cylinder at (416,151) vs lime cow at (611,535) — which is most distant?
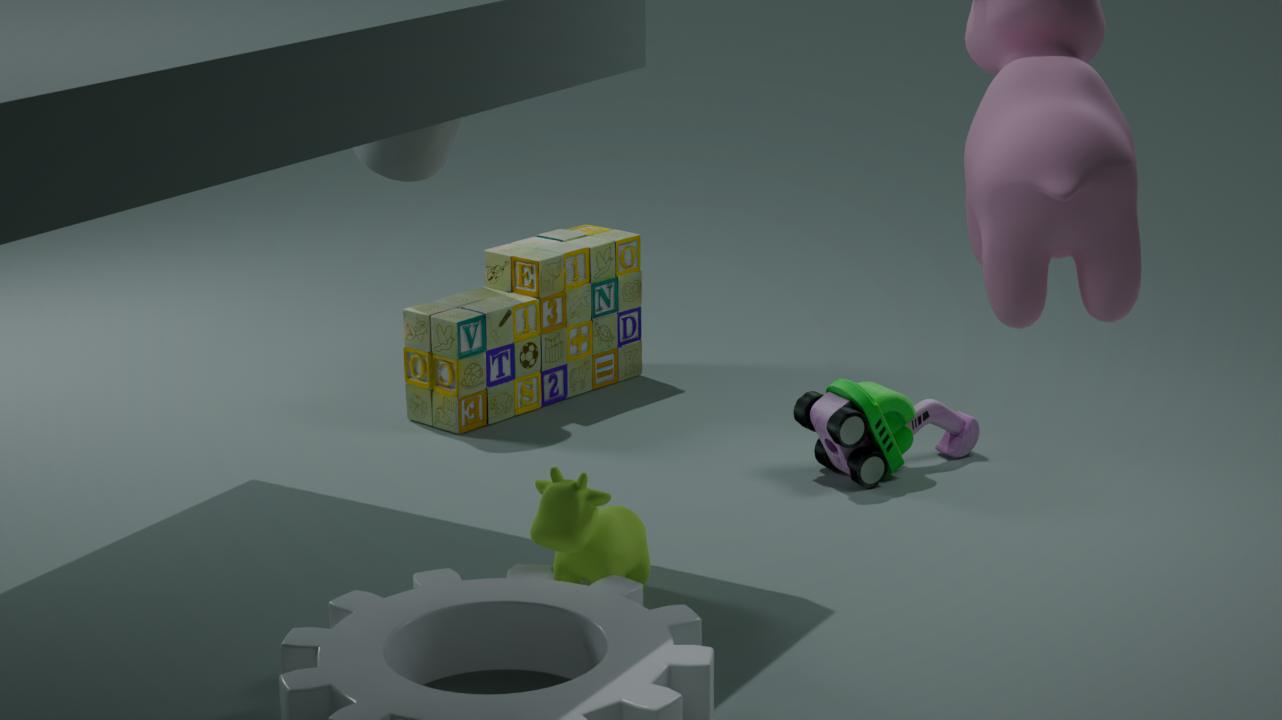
cylinder at (416,151)
